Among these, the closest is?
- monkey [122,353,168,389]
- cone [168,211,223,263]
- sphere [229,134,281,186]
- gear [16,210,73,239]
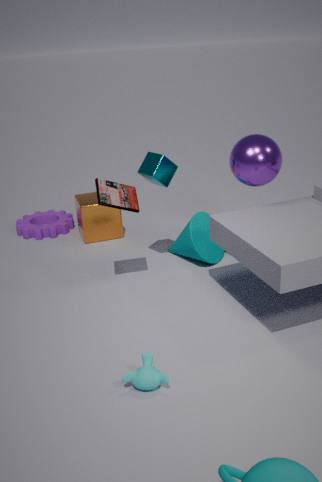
monkey [122,353,168,389]
